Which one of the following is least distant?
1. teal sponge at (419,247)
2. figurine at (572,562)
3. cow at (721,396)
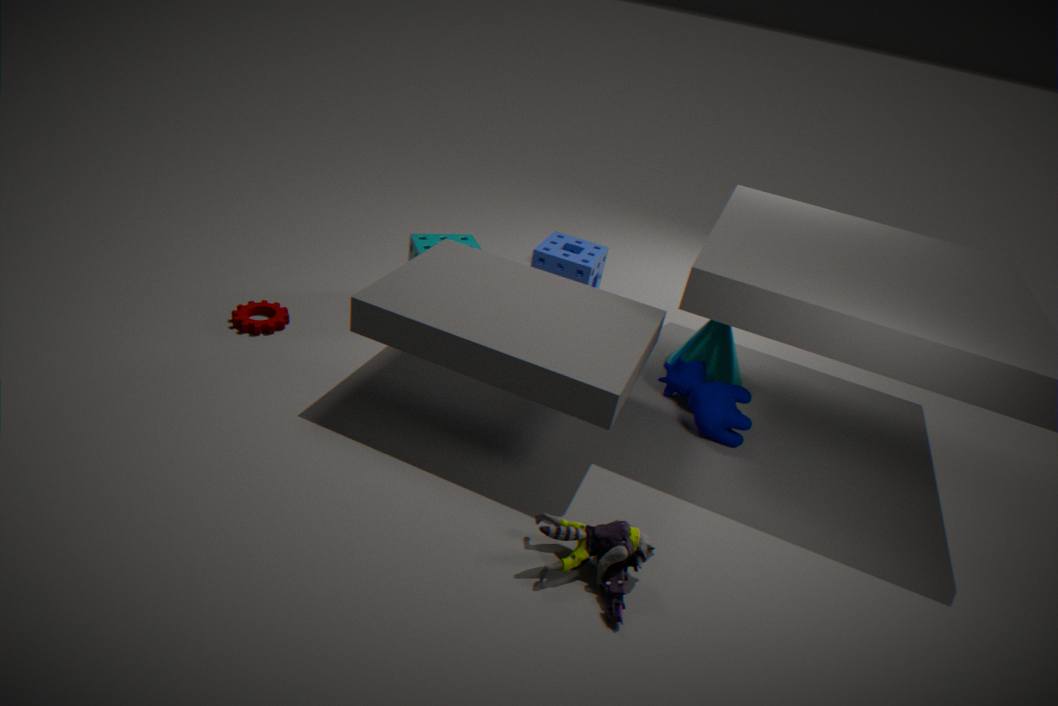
figurine at (572,562)
